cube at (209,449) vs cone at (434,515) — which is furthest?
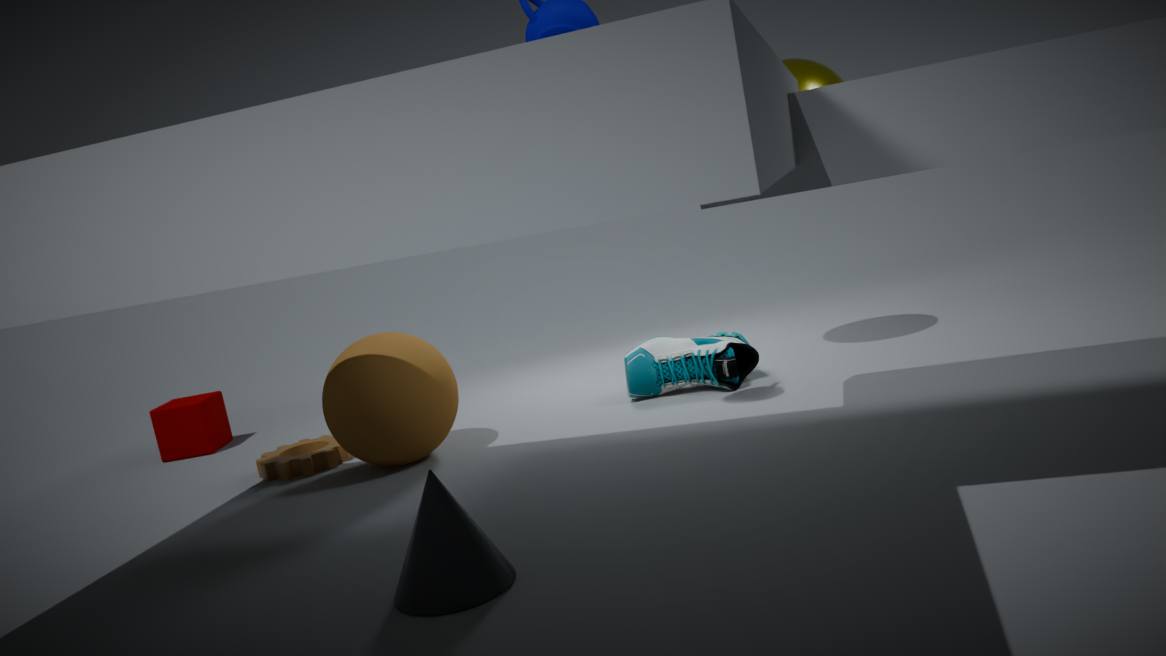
cube at (209,449)
